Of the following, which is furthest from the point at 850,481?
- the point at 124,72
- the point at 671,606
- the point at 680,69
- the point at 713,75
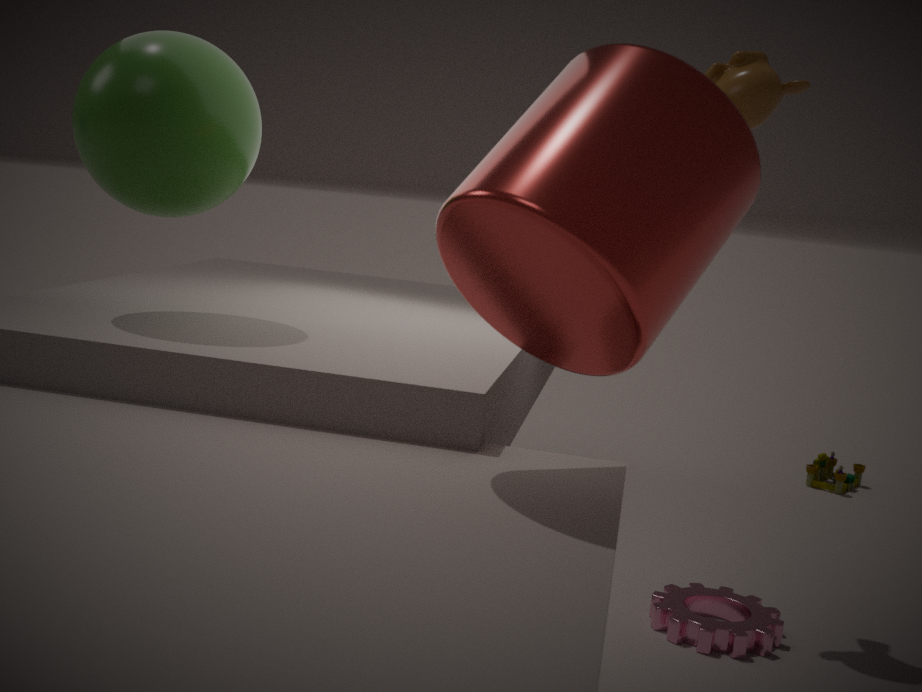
the point at 124,72
